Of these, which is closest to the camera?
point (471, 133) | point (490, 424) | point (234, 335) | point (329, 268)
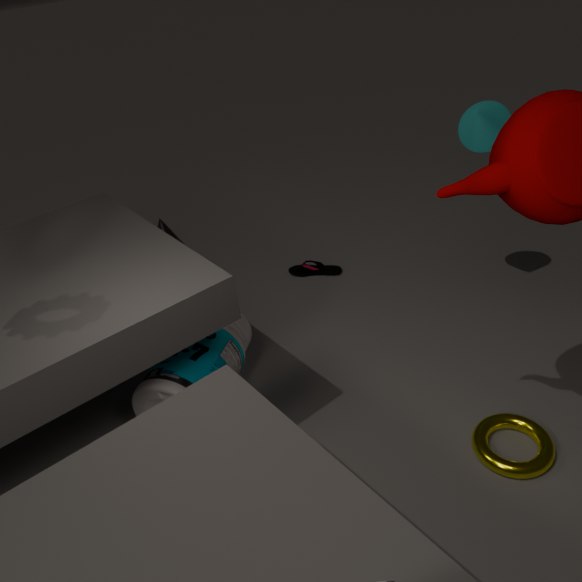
point (490, 424)
